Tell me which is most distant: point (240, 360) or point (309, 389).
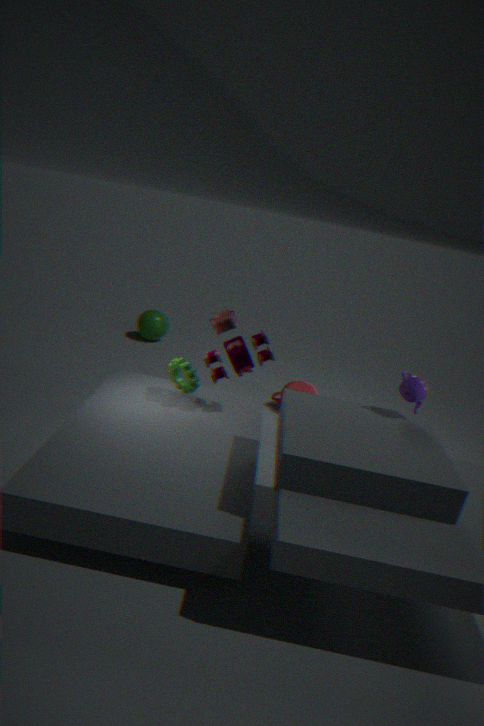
point (309, 389)
